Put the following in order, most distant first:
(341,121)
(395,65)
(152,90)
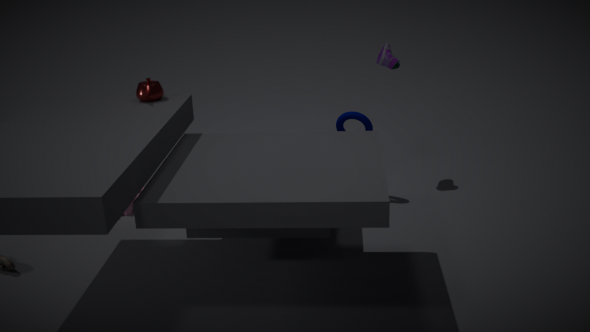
(395,65)
(341,121)
(152,90)
